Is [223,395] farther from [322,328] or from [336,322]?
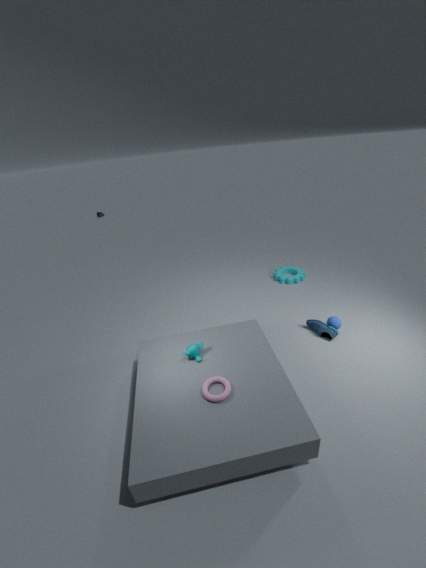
[336,322]
